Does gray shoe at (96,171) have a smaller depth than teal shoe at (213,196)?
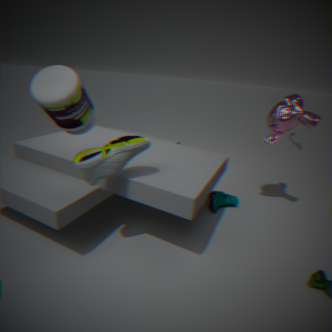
Yes
